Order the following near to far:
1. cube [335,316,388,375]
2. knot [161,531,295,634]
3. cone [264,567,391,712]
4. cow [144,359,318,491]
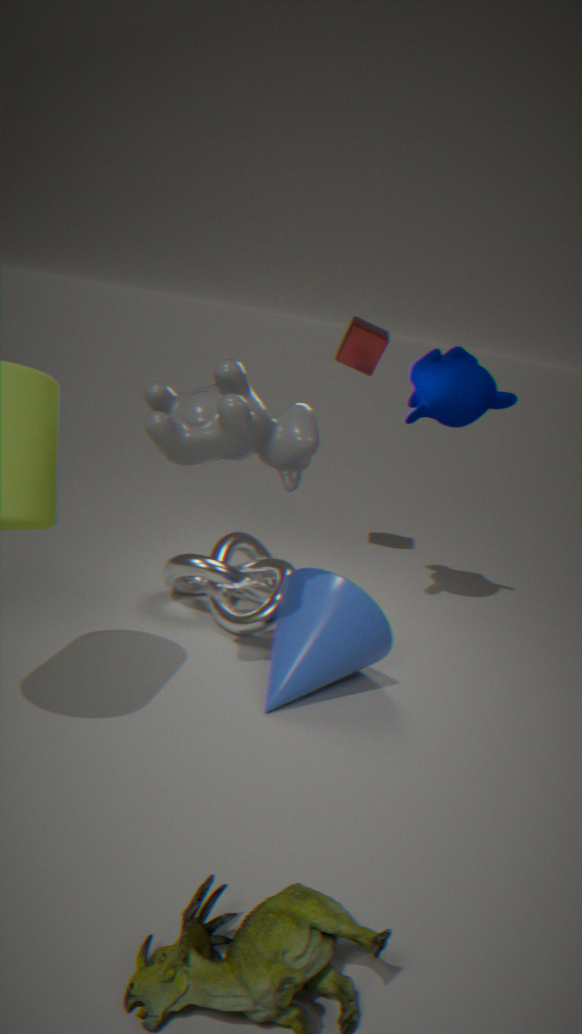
cow [144,359,318,491]
cone [264,567,391,712]
knot [161,531,295,634]
cube [335,316,388,375]
